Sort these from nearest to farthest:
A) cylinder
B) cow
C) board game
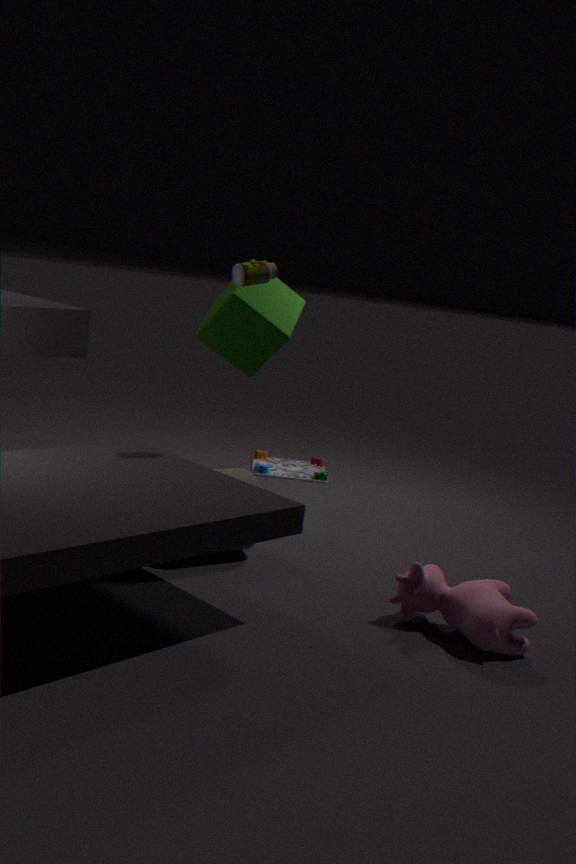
cow, cylinder, board game
